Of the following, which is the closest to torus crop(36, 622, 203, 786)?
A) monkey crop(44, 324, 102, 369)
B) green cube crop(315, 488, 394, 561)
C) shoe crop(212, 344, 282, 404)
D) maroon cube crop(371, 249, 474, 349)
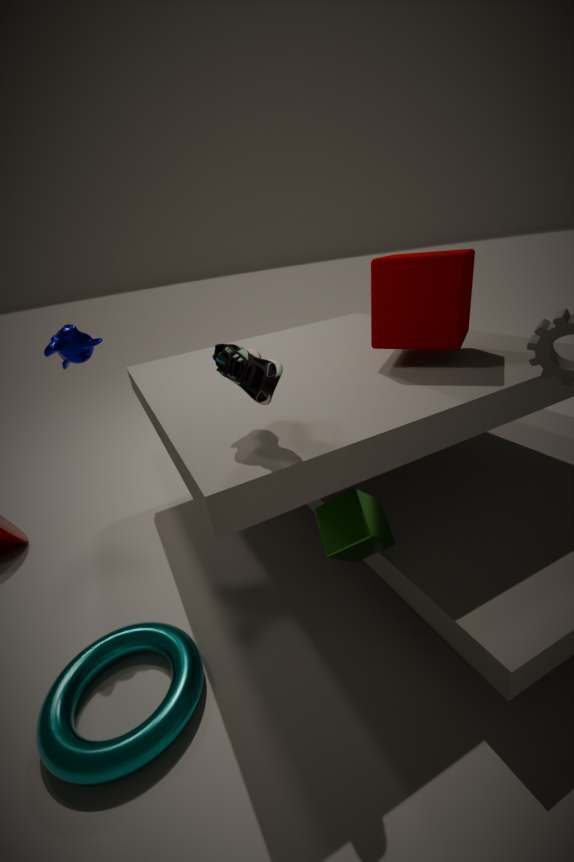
green cube crop(315, 488, 394, 561)
